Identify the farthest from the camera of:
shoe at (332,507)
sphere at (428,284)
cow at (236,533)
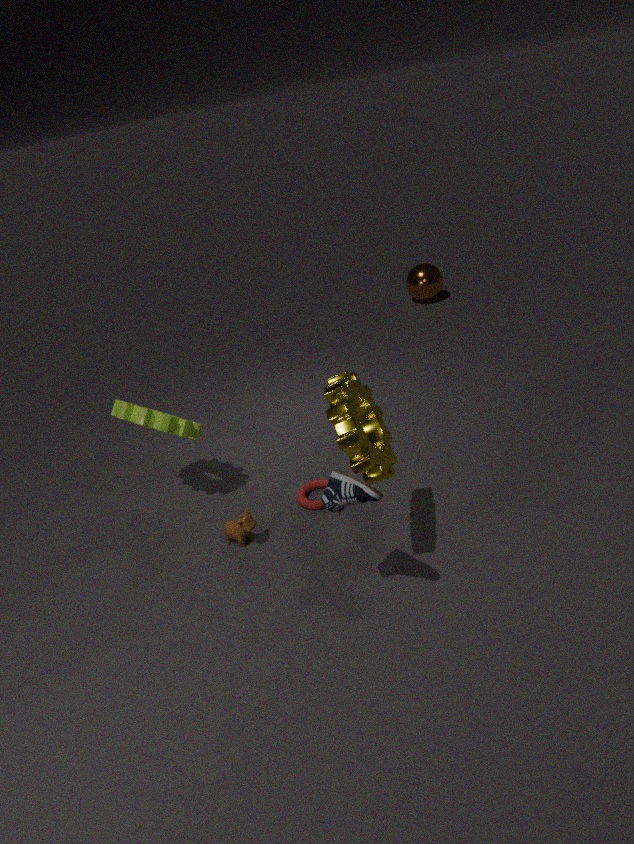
sphere at (428,284)
